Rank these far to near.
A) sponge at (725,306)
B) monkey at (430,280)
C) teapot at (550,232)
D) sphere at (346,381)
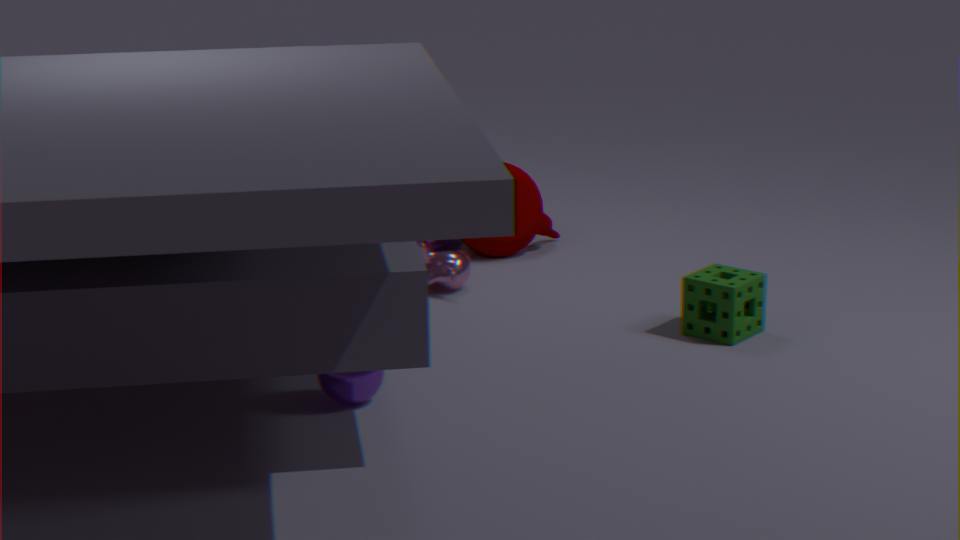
teapot at (550,232) < monkey at (430,280) < sponge at (725,306) < sphere at (346,381)
